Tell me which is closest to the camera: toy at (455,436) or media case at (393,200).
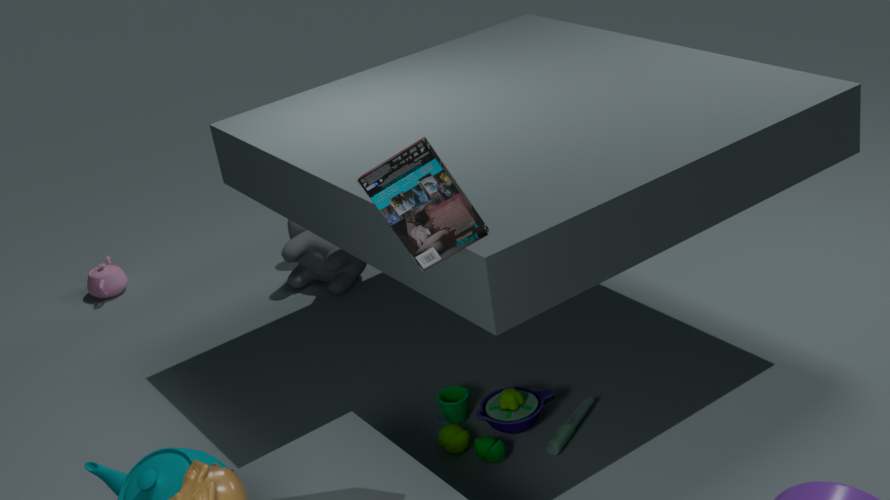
media case at (393,200)
